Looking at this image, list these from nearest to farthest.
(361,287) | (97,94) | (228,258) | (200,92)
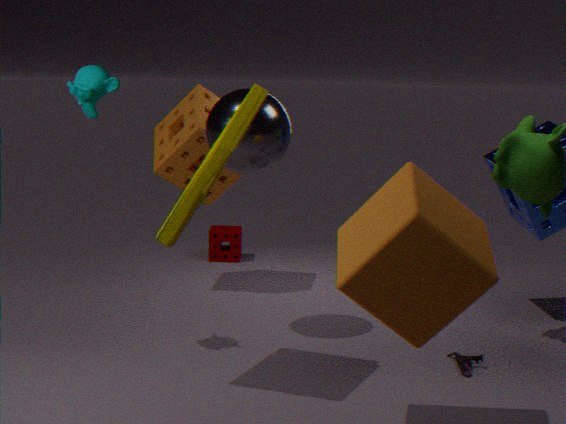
(361,287) < (97,94) < (200,92) < (228,258)
